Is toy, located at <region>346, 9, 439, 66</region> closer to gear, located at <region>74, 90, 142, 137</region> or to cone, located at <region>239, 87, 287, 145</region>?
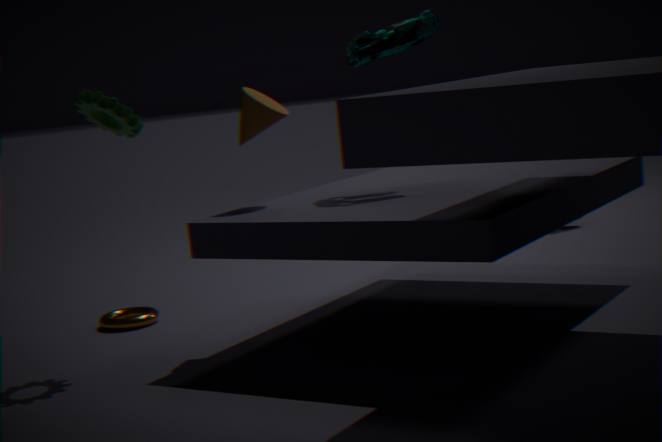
cone, located at <region>239, 87, 287, 145</region>
